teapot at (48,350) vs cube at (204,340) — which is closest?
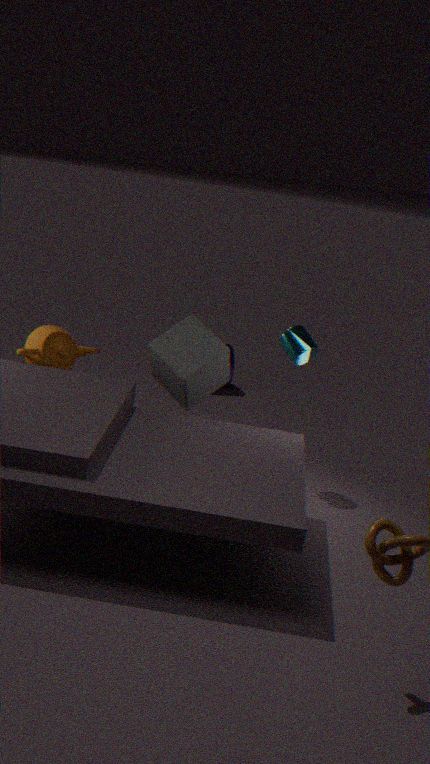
cube at (204,340)
